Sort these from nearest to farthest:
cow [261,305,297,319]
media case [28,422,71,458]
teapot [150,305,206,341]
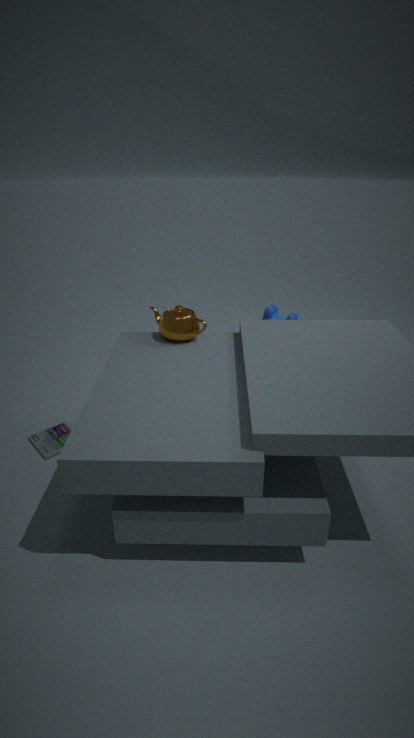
teapot [150,305,206,341]
media case [28,422,71,458]
cow [261,305,297,319]
